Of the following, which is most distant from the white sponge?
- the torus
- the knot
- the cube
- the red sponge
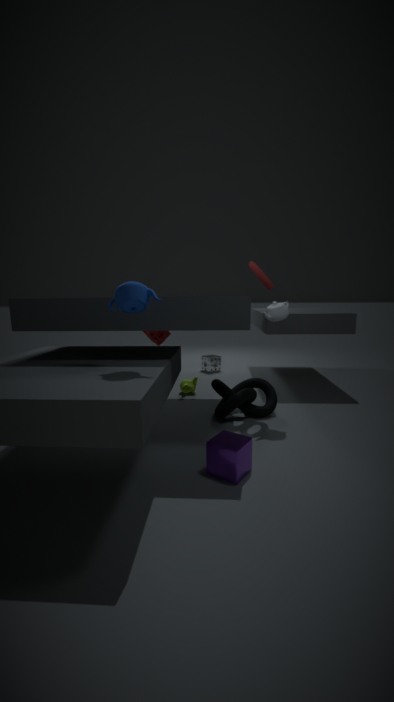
the cube
